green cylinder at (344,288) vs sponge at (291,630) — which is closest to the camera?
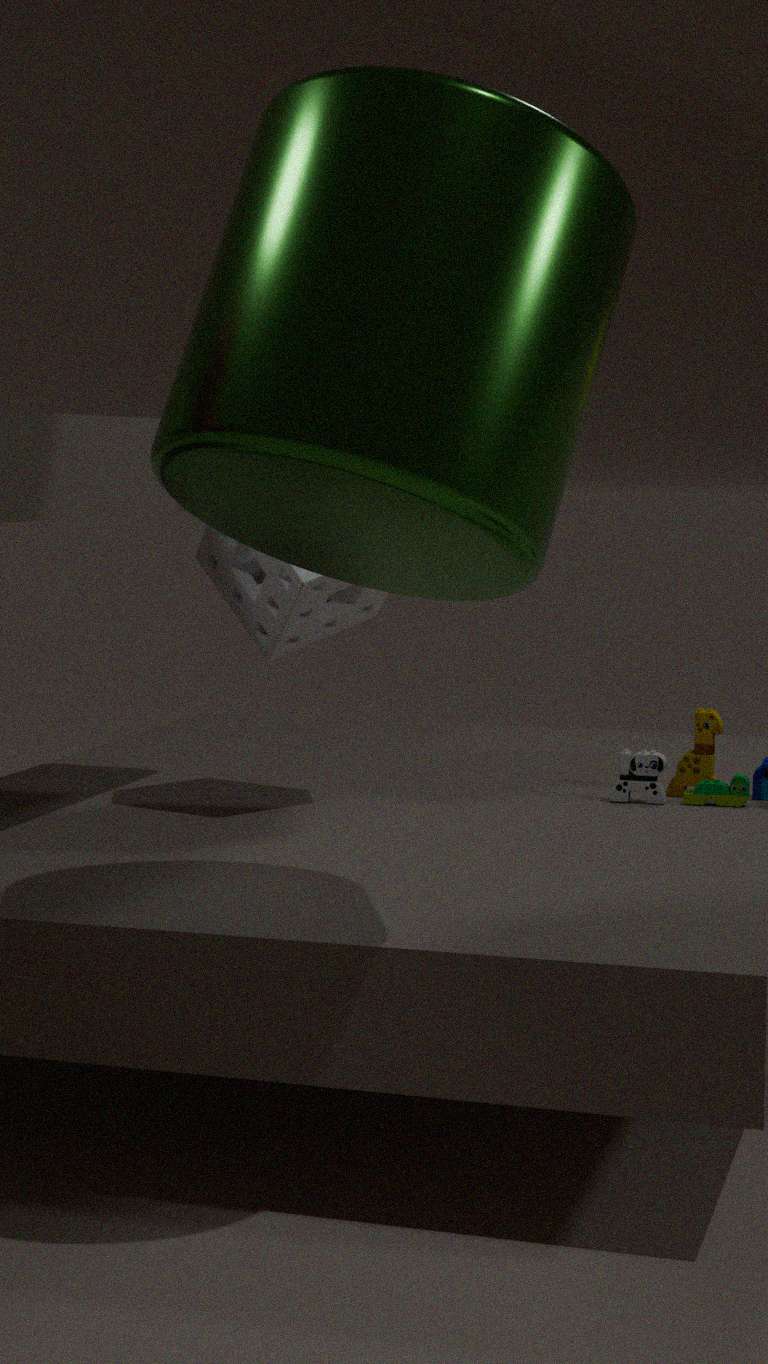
green cylinder at (344,288)
